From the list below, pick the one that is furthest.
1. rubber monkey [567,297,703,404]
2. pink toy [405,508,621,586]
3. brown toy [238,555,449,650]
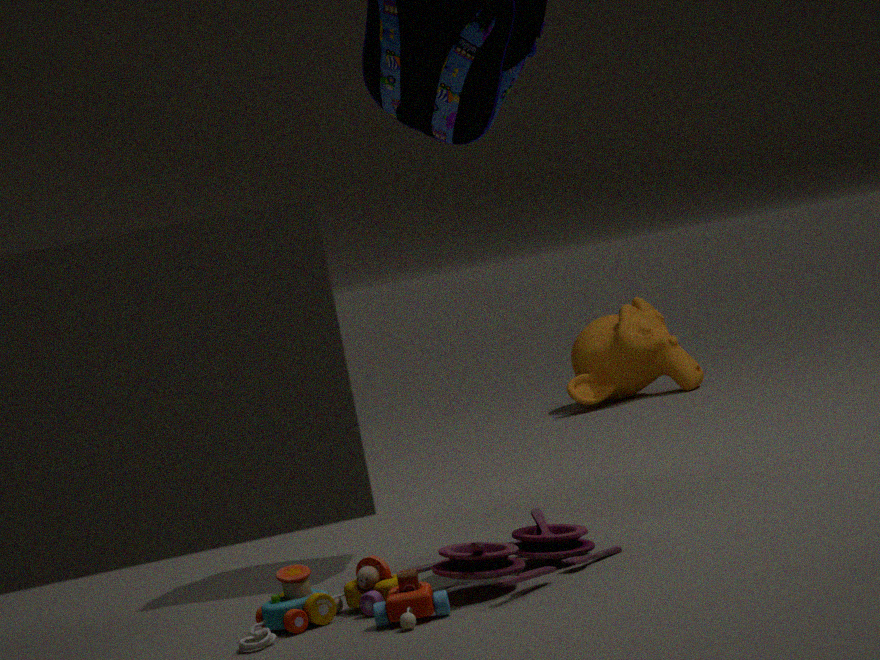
rubber monkey [567,297,703,404]
